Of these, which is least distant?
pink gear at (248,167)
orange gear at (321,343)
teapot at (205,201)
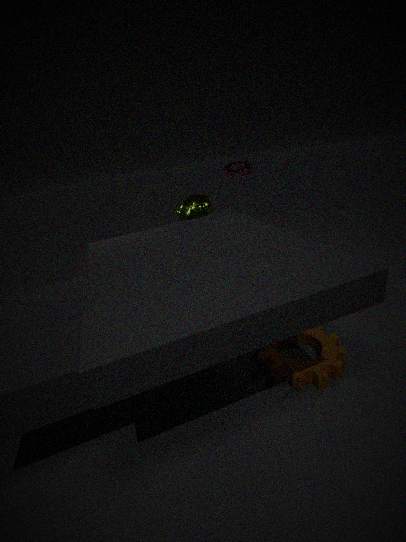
orange gear at (321,343)
